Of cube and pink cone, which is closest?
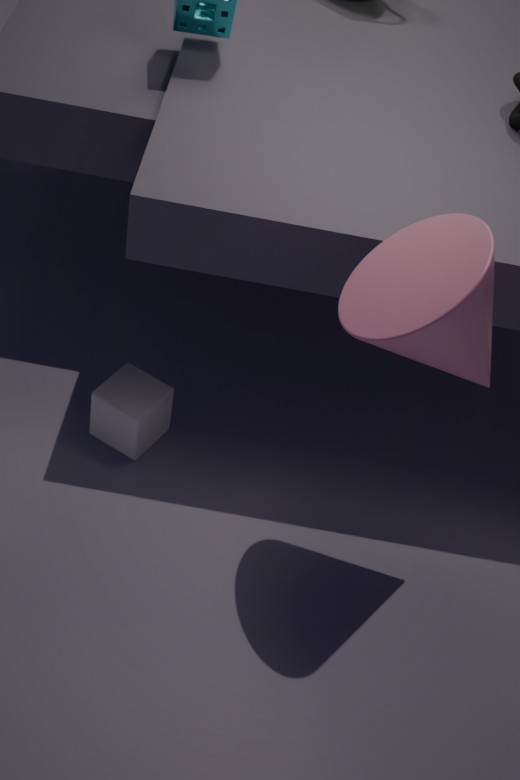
pink cone
